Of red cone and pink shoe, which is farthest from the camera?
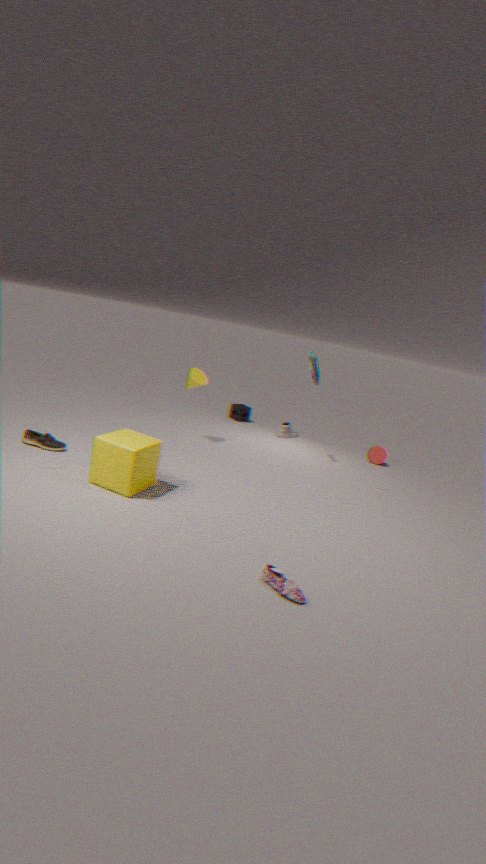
red cone
